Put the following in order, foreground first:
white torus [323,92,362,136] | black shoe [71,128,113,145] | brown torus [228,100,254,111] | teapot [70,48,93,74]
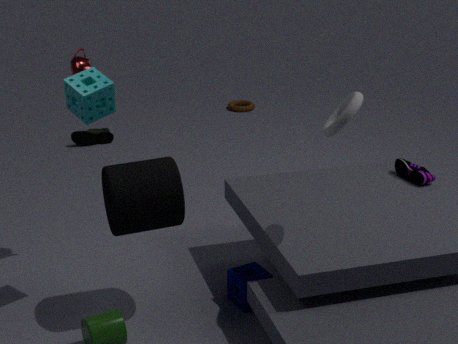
white torus [323,92,362,136] → teapot [70,48,93,74] → black shoe [71,128,113,145] → brown torus [228,100,254,111]
